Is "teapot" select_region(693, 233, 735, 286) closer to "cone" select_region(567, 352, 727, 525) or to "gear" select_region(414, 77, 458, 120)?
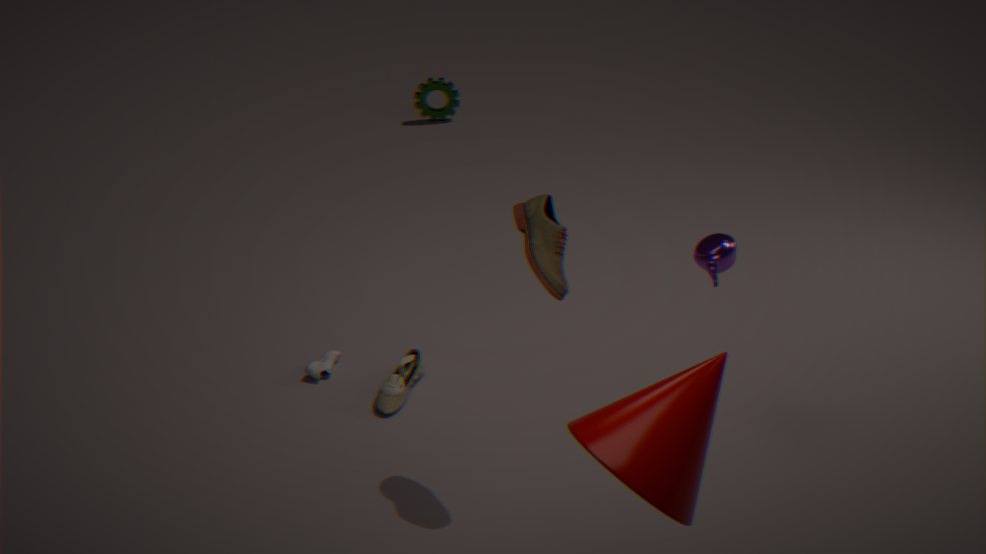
"cone" select_region(567, 352, 727, 525)
